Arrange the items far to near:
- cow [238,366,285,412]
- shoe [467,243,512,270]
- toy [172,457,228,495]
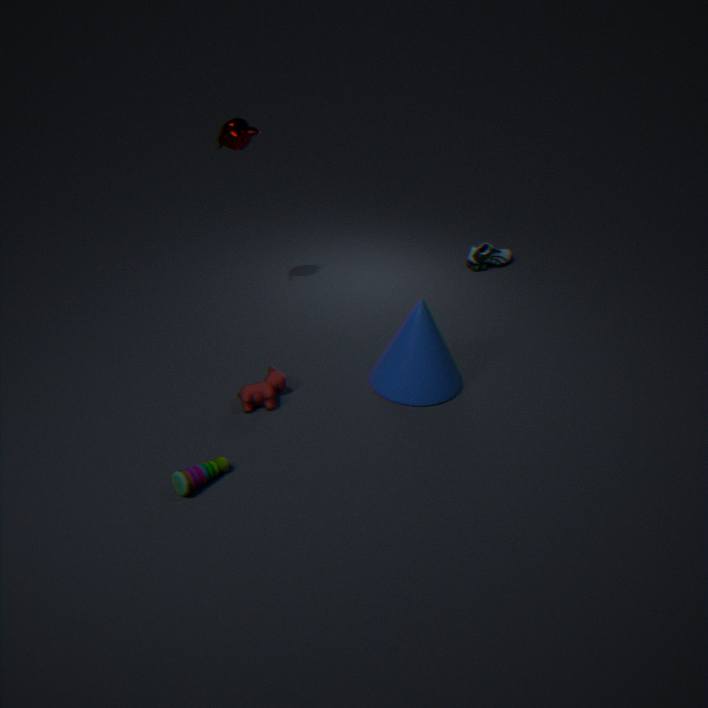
shoe [467,243,512,270] < cow [238,366,285,412] < toy [172,457,228,495]
